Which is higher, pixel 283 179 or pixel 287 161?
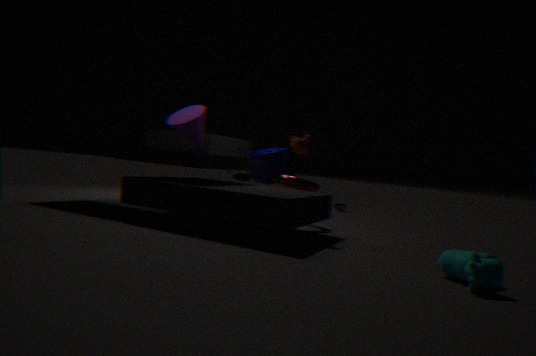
pixel 287 161
